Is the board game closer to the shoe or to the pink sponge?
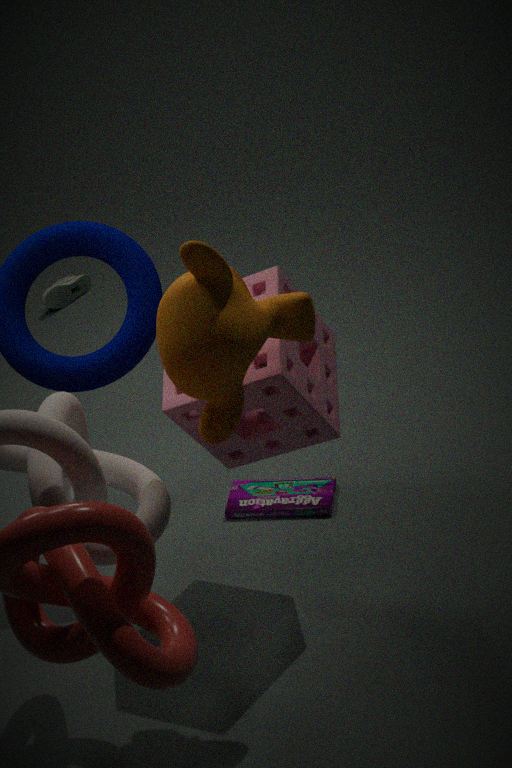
the pink sponge
